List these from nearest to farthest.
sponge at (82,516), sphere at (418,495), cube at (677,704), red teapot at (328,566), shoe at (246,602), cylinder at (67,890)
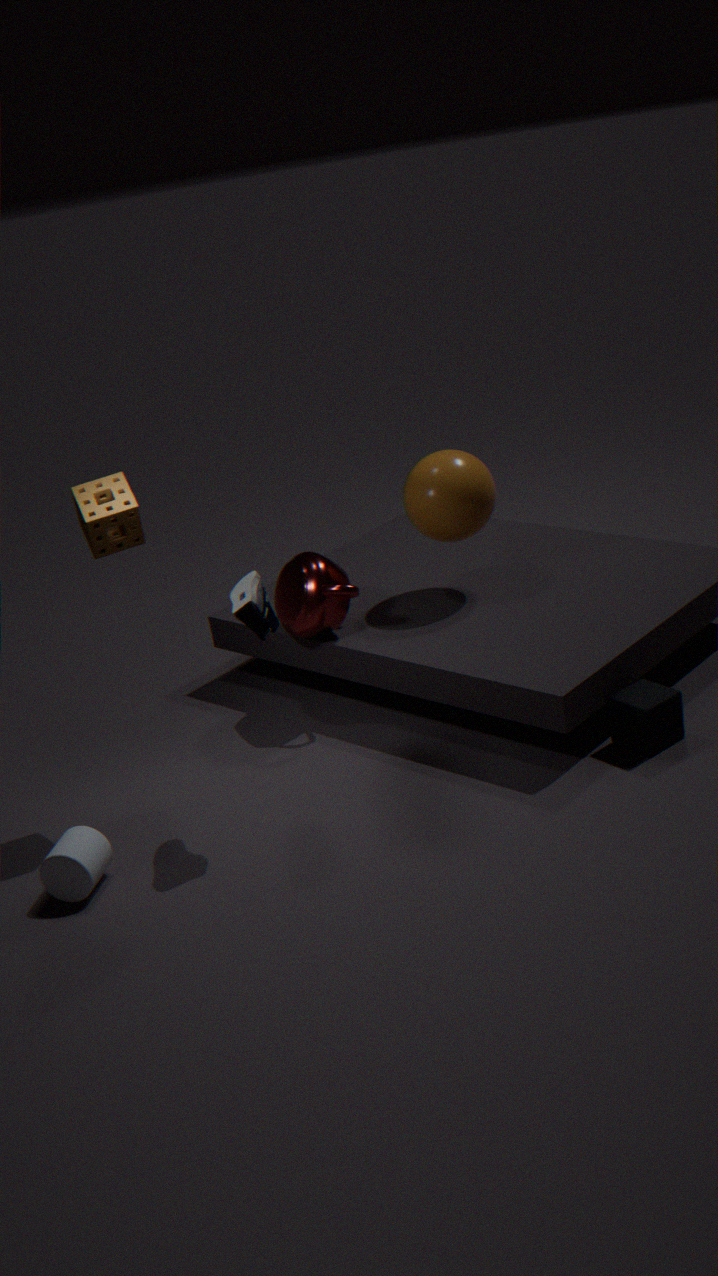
1. shoe at (246,602)
2. cylinder at (67,890)
3. sponge at (82,516)
4. cube at (677,704)
5. red teapot at (328,566)
6. sphere at (418,495)
